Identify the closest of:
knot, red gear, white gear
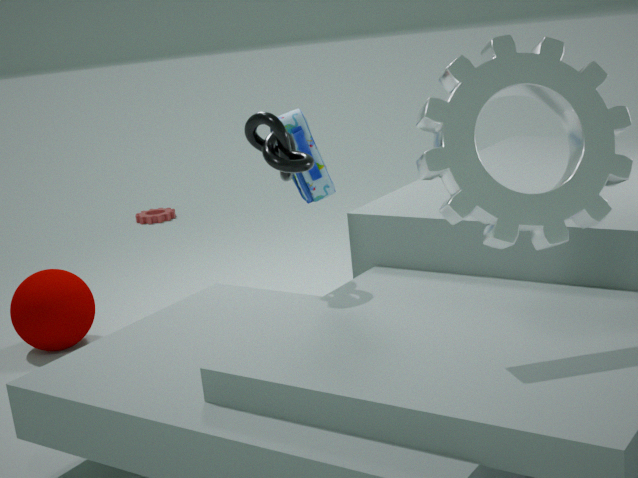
white gear
